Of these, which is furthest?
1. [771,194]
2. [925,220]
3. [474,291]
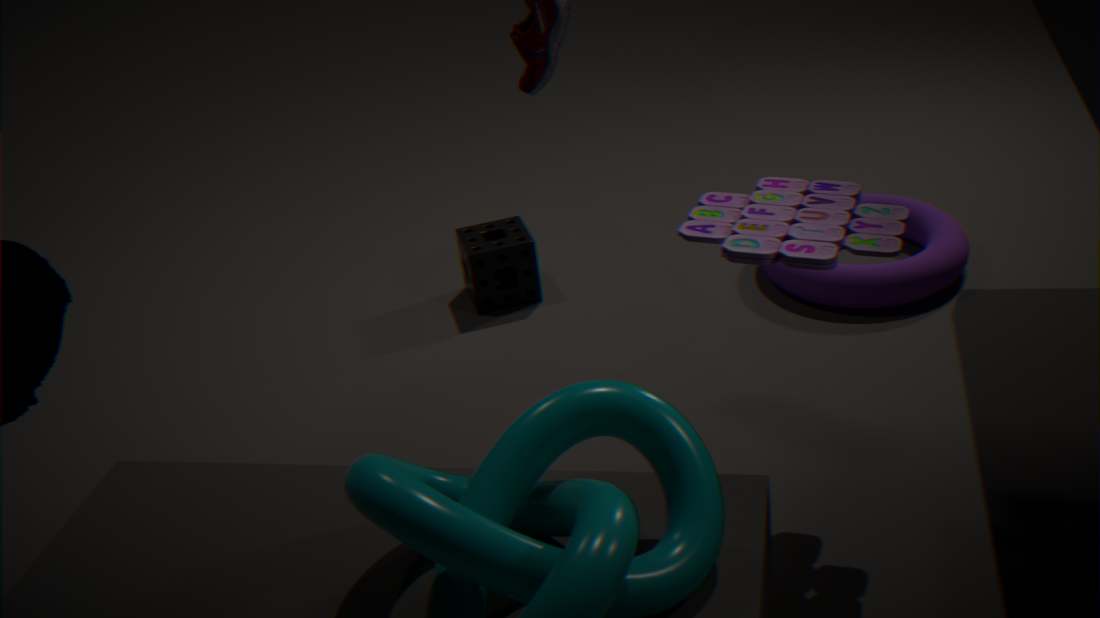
[925,220]
